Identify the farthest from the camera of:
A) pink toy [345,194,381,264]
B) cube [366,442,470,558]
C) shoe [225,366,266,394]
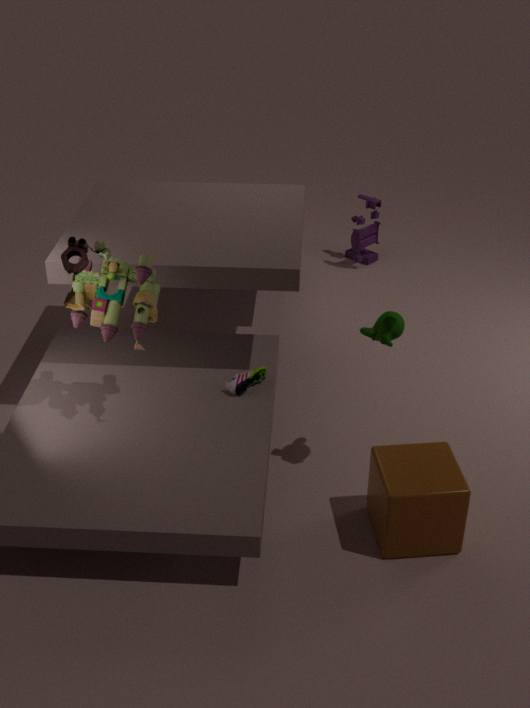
pink toy [345,194,381,264]
